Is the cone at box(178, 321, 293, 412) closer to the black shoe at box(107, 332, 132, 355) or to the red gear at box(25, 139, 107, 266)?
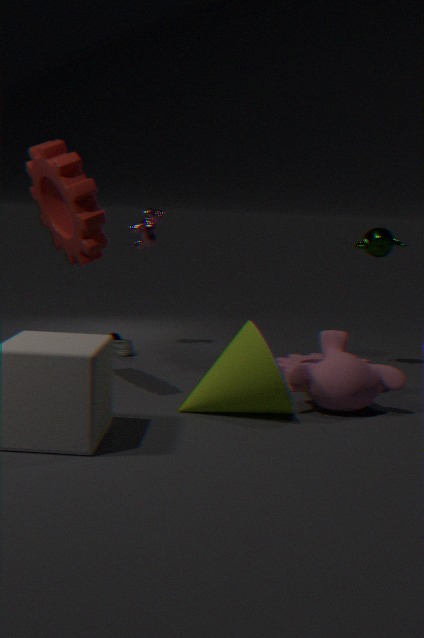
the red gear at box(25, 139, 107, 266)
